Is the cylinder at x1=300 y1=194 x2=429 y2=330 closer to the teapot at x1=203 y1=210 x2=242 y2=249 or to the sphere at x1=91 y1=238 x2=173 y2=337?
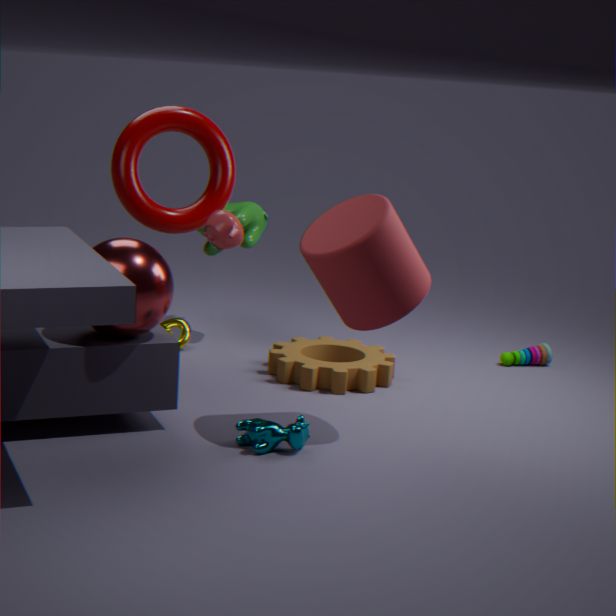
the teapot at x1=203 y1=210 x2=242 y2=249
